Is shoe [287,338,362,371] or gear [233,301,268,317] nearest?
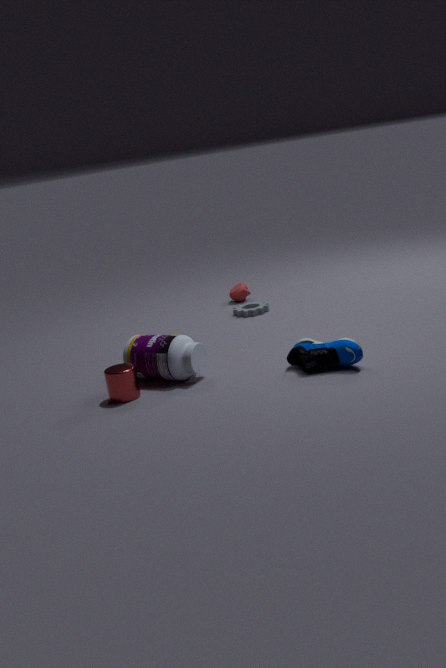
shoe [287,338,362,371]
